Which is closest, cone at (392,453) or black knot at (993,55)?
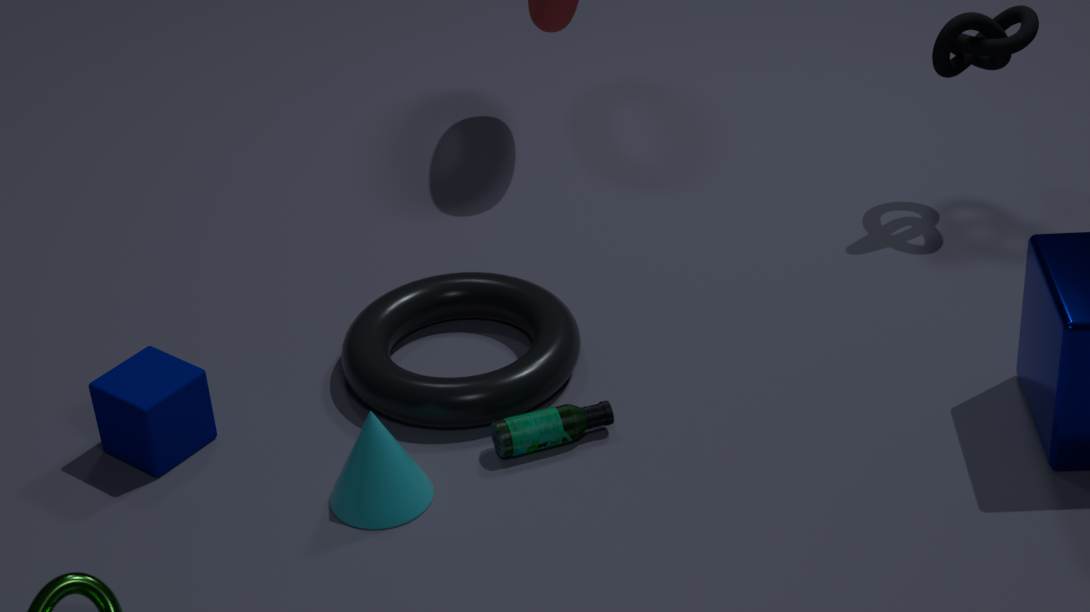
cone at (392,453)
